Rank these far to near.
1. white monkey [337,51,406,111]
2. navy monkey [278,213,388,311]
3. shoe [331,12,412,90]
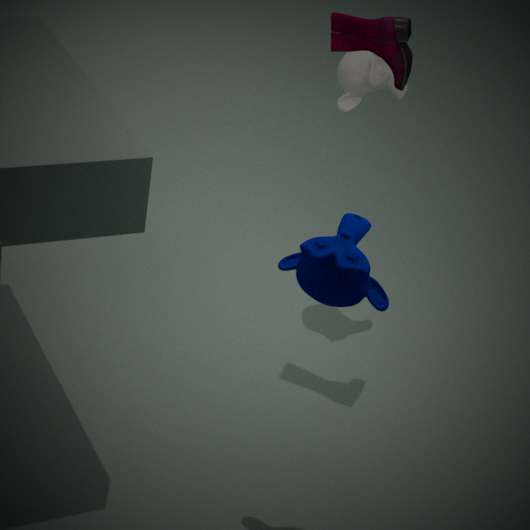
white monkey [337,51,406,111] < shoe [331,12,412,90] < navy monkey [278,213,388,311]
